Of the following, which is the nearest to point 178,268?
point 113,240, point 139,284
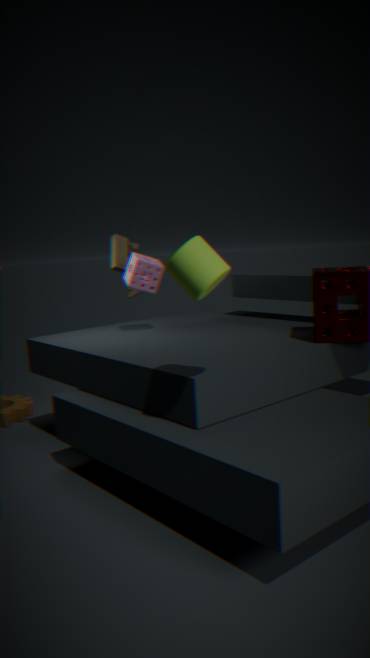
point 139,284
